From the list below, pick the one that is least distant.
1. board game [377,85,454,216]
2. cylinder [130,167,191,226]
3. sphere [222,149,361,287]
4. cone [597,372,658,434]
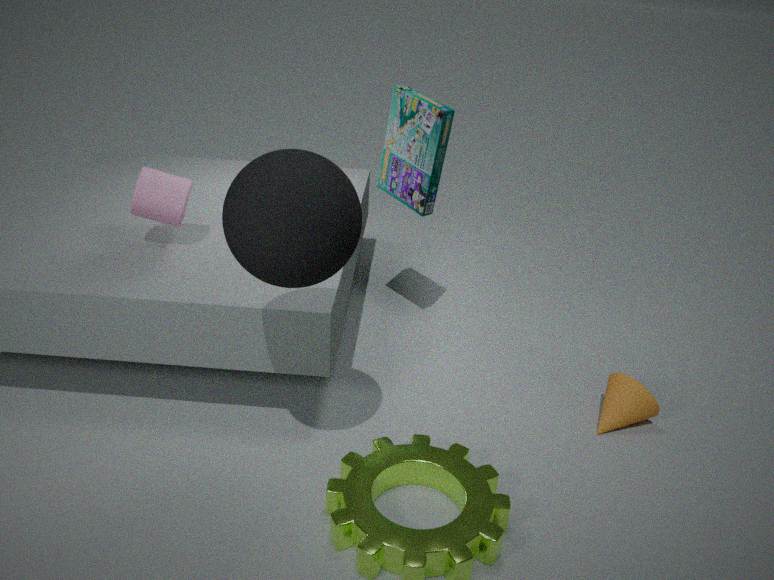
sphere [222,149,361,287]
